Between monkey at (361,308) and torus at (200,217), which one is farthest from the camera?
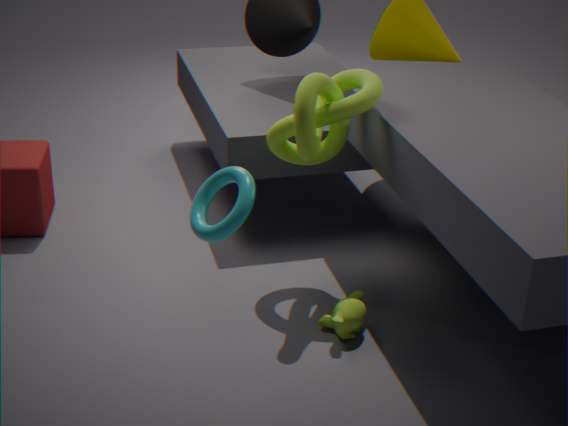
monkey at (361,308)
